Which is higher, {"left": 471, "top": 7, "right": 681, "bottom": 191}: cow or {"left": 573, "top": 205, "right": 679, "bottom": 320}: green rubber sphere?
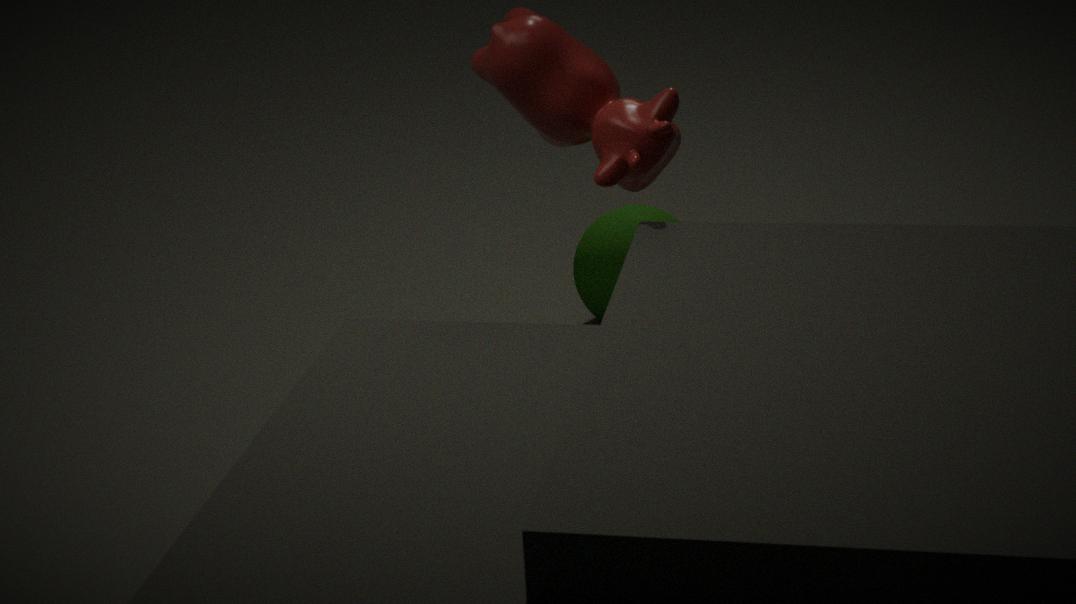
{"left": 471, "top": 7, "right": 681, "bottom": 191}: cow
